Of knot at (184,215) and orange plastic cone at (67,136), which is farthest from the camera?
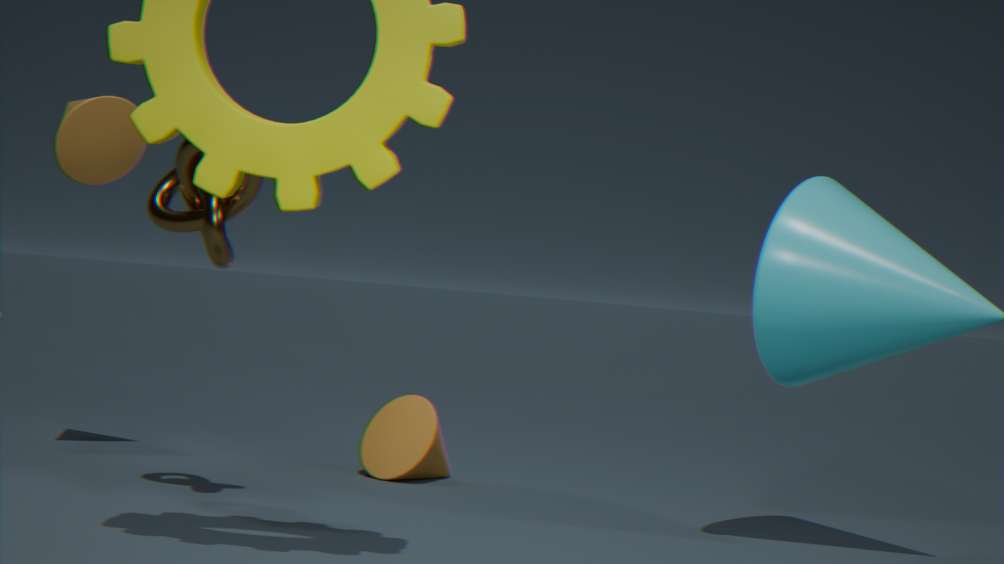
orange plastic cone at (67,136)
